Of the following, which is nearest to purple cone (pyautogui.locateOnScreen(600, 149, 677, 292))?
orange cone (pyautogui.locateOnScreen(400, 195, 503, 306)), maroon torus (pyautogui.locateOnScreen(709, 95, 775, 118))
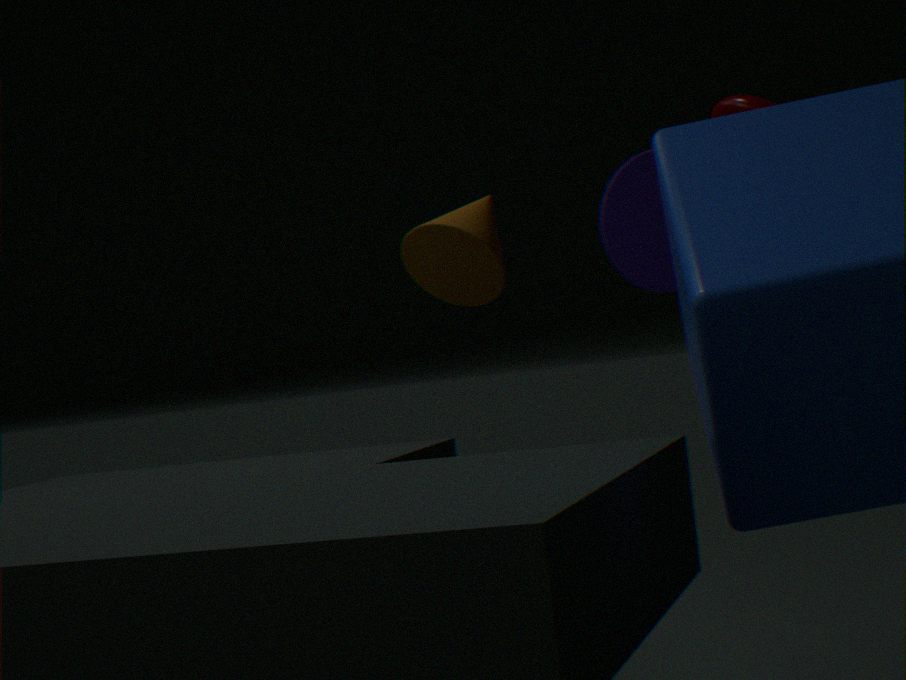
orange cone (pyautogui.locateOnScreen(400, 195, 503, 306))
